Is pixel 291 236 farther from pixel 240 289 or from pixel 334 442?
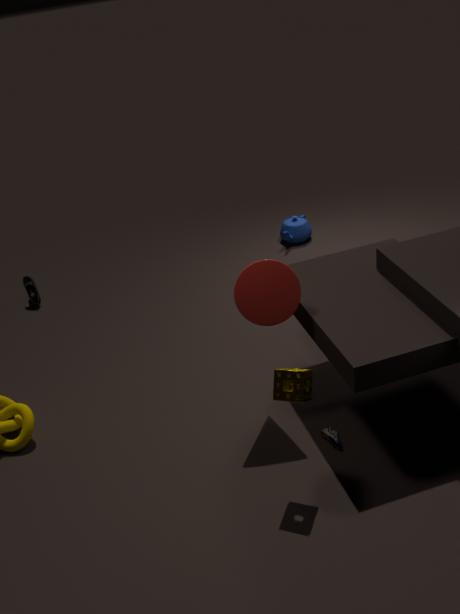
pixel 334 442
